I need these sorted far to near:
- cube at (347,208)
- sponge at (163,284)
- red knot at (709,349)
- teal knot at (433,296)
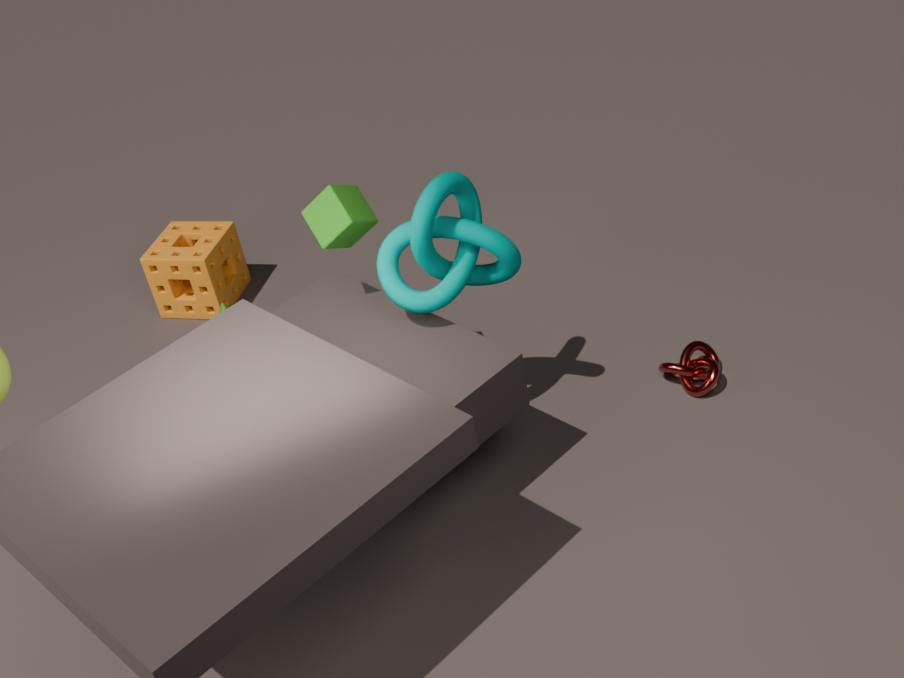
sponge at (163,284) < red knot at (709,349) < cube at (347,208) < teal knot at (433,296)
